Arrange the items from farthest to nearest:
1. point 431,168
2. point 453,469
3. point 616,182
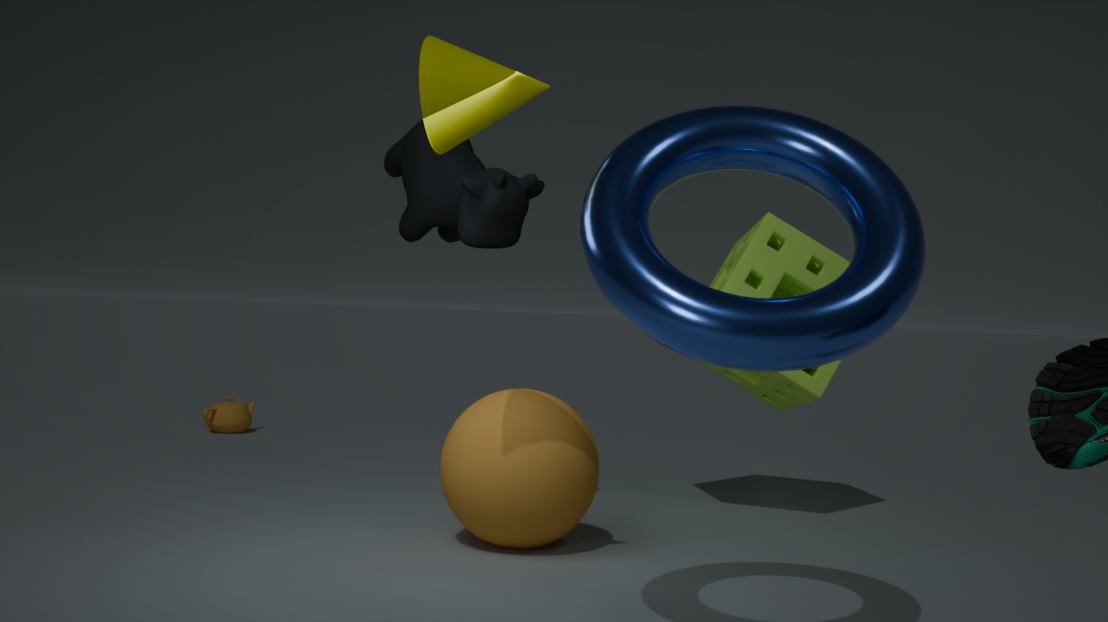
point 431,168, point 453,469, point 616,182
